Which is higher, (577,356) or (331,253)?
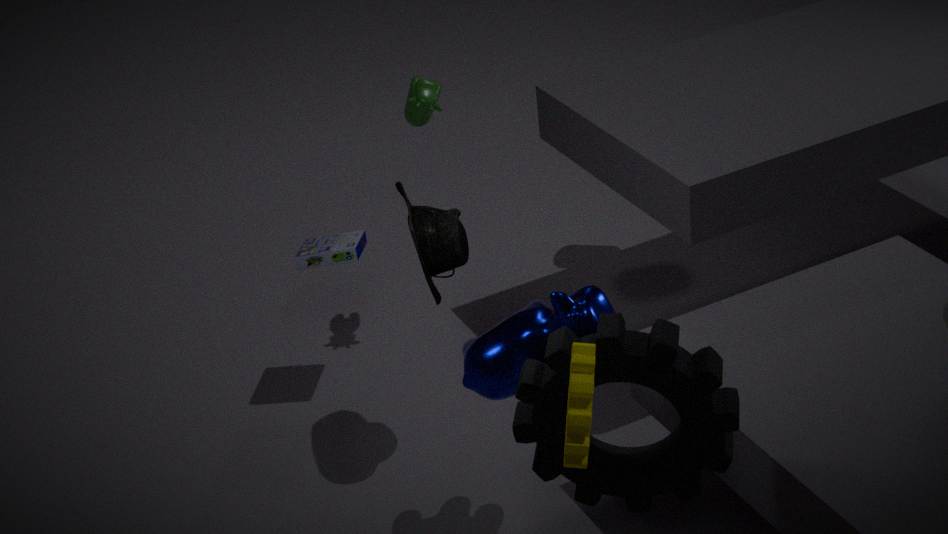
(577,356)
